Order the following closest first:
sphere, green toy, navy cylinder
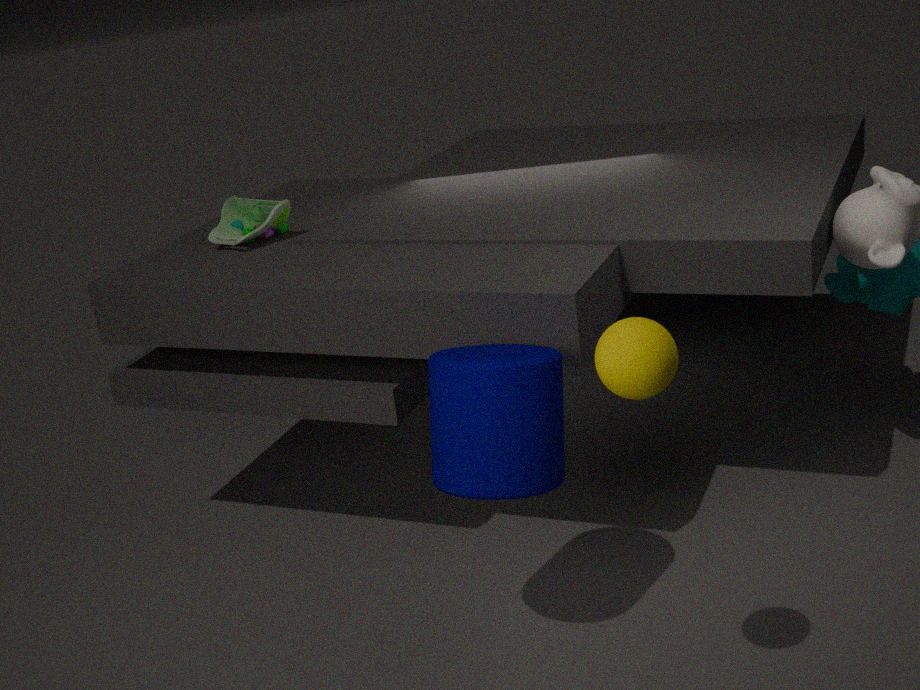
1. sphere
2. navy cylinder
3. green toy
